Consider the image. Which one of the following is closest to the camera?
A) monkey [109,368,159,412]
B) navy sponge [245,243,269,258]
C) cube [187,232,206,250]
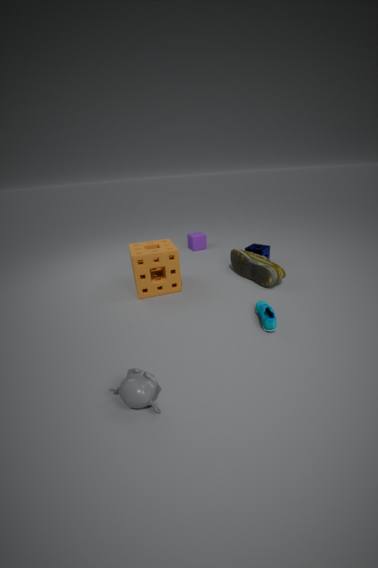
monkey [109,368,159,412]
